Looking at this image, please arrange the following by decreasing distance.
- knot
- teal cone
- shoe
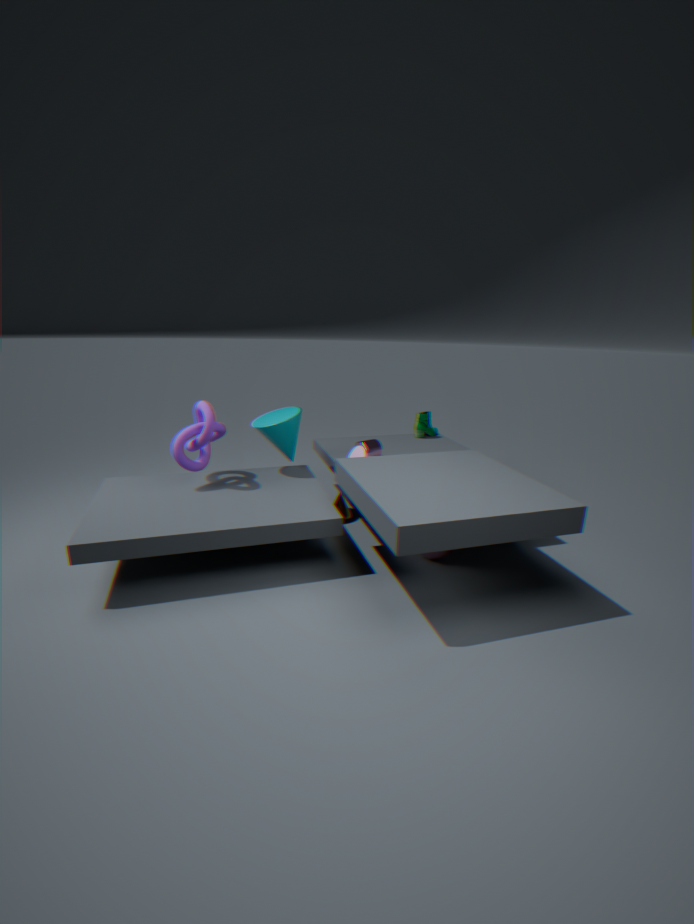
1. shoe
2. teal cone
3. knot
